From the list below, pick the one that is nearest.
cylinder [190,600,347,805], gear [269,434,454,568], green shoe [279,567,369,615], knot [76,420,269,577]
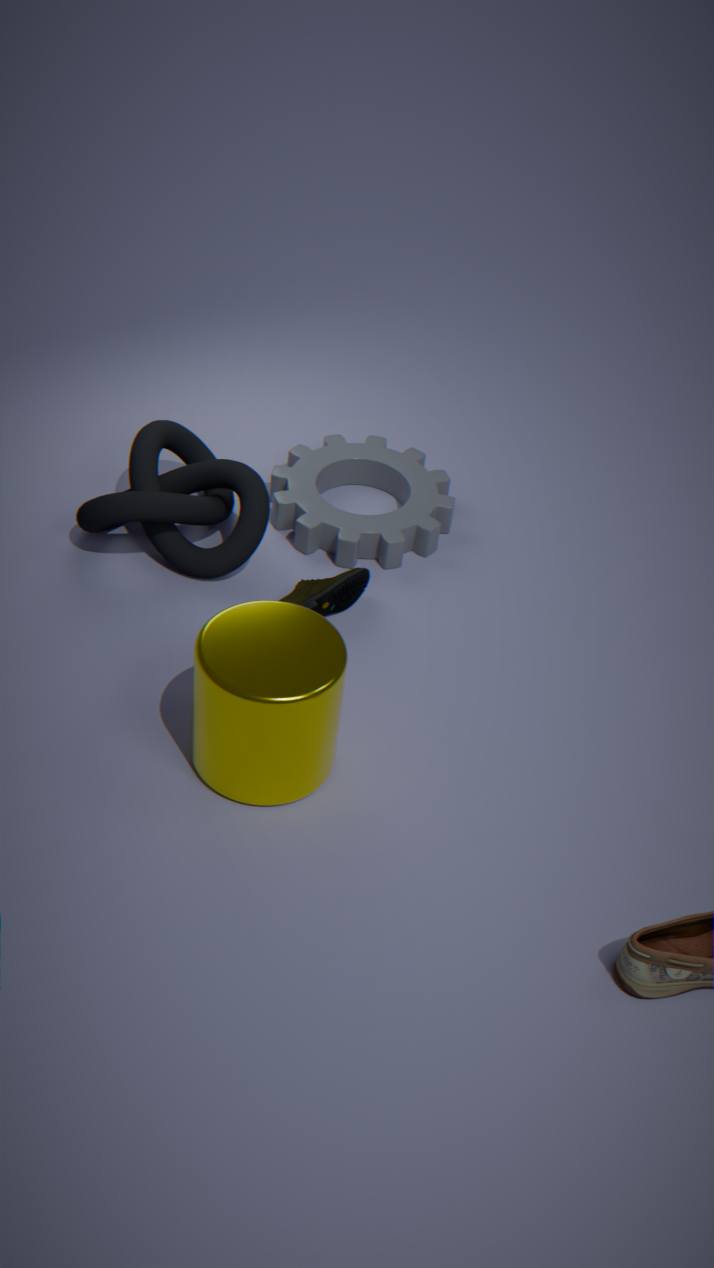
cylinder [190,600,347,805]
